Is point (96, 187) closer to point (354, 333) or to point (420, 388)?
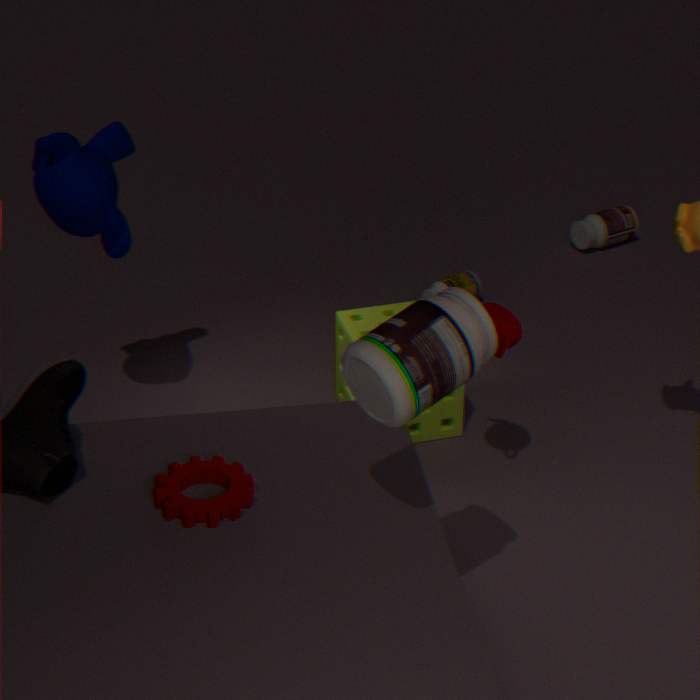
point (354, 333)
